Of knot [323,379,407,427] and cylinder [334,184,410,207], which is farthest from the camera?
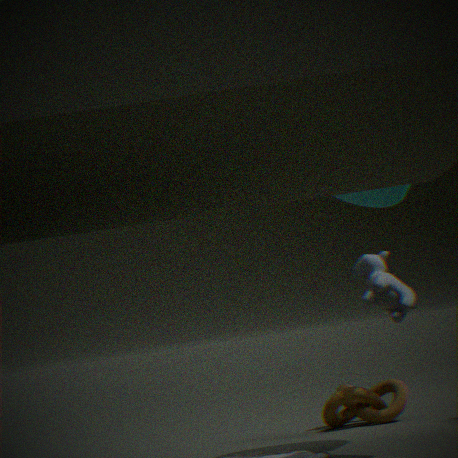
knot [323,379,407,427]
